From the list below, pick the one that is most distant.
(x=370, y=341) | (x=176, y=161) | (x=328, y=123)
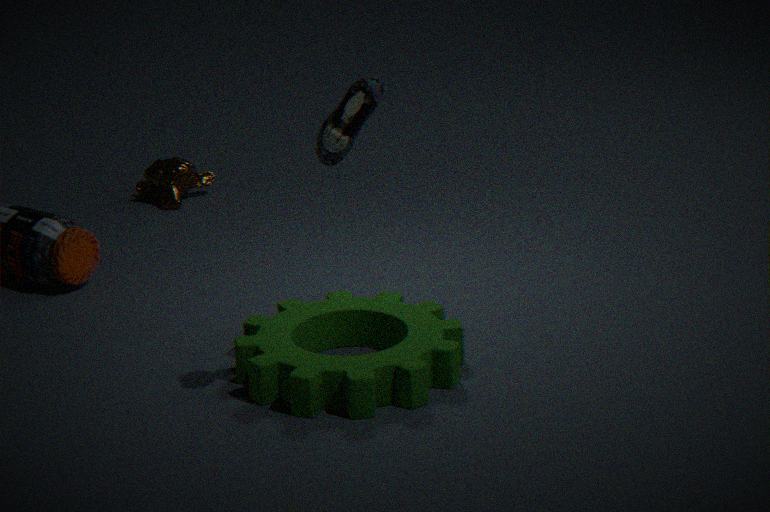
(x=176, y=161)
